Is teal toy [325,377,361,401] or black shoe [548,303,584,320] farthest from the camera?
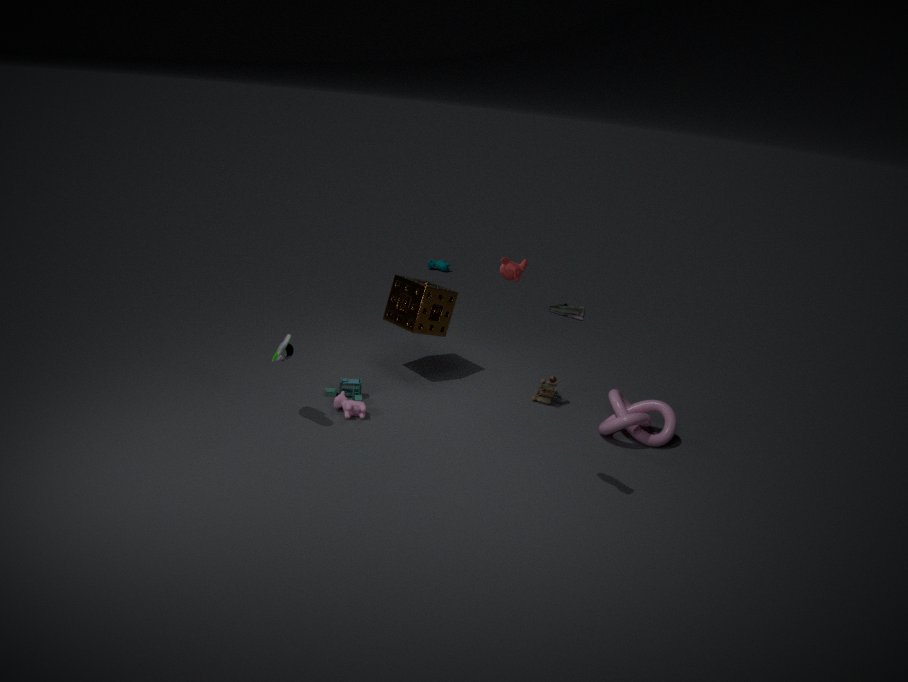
teal toy [325,377,361,401]
